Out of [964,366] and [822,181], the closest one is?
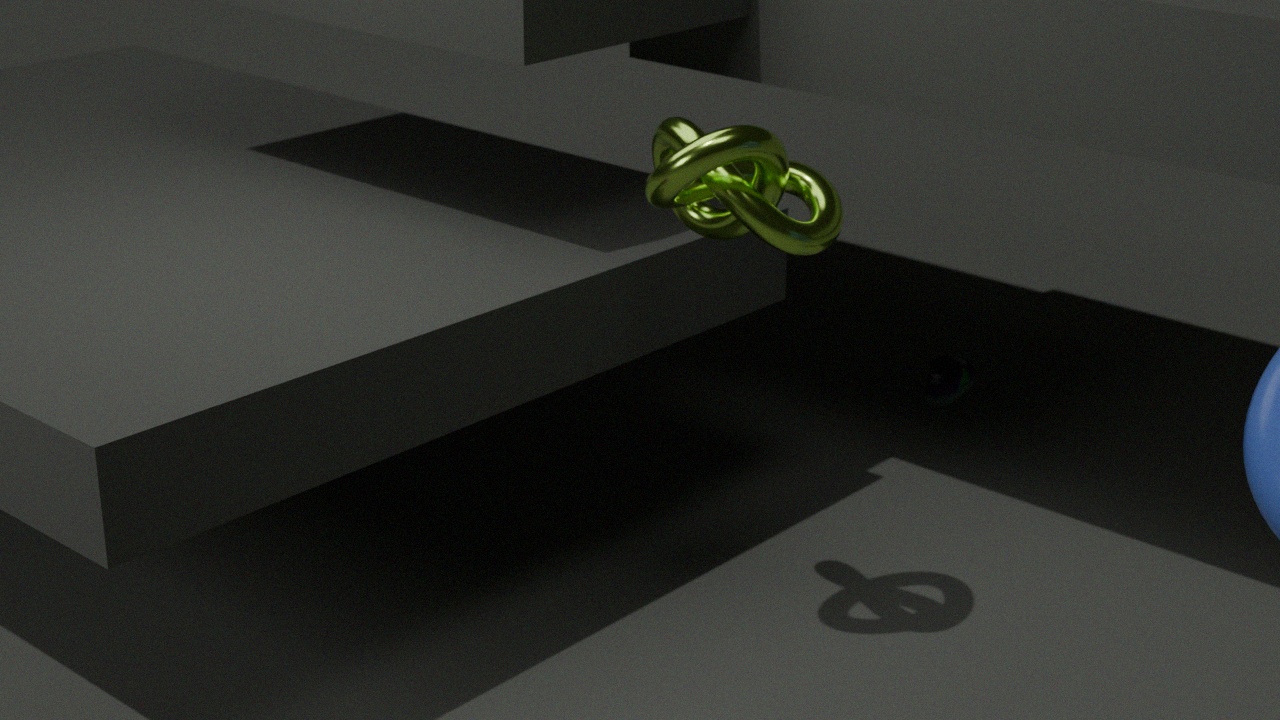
[822,181]
